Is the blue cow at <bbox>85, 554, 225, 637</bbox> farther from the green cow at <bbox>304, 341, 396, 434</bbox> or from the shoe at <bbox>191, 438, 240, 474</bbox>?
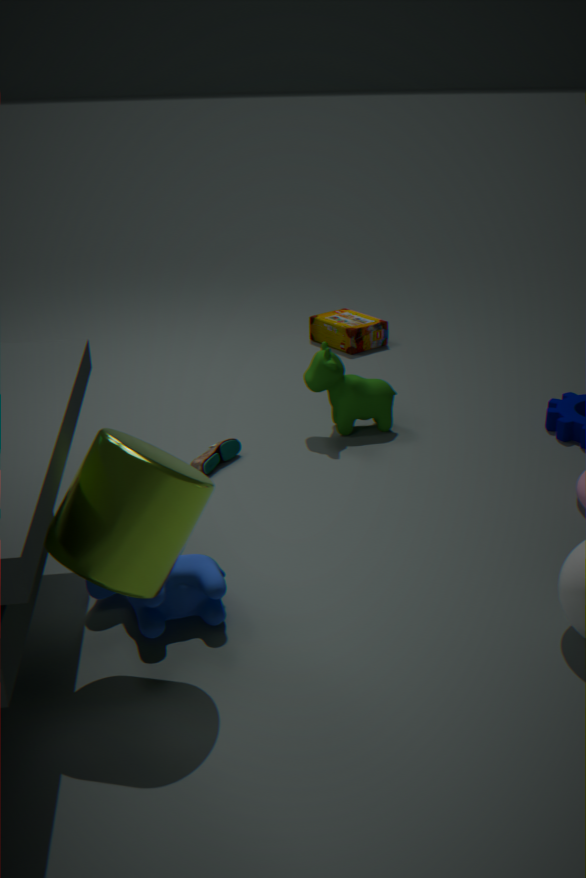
the green cow at <bbox>304, 341, 396, 434</bbox>
